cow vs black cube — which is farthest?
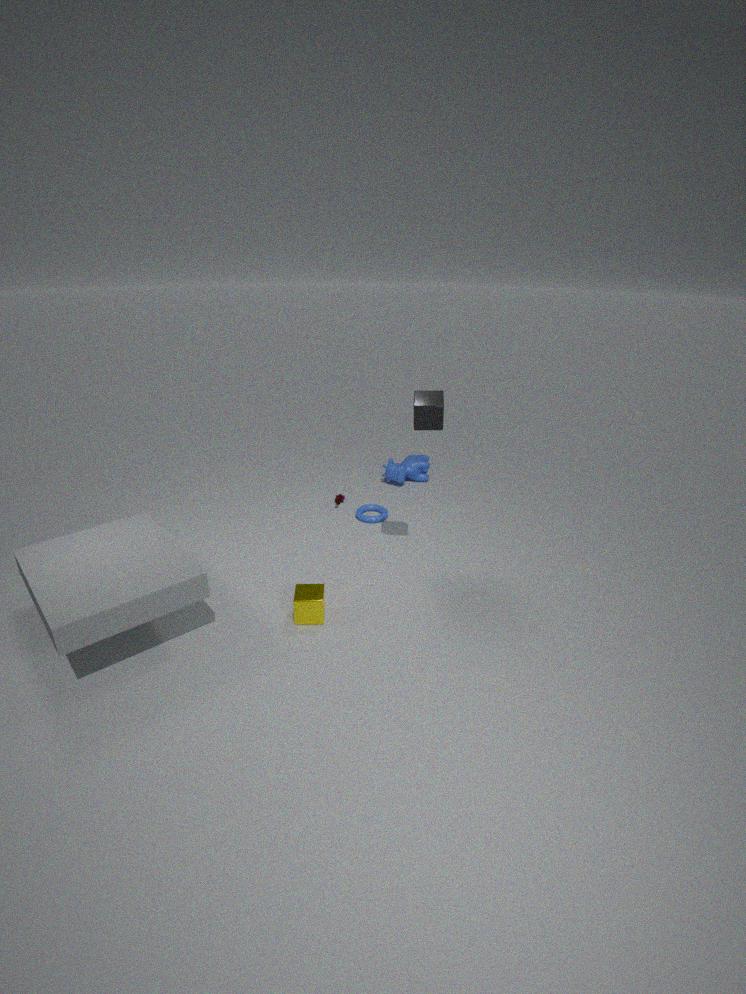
cow
